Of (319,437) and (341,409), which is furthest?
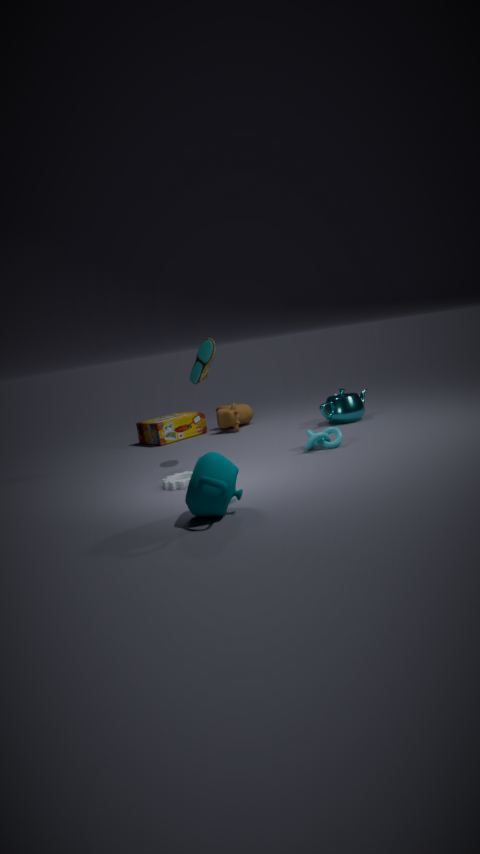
→ (341,409)
